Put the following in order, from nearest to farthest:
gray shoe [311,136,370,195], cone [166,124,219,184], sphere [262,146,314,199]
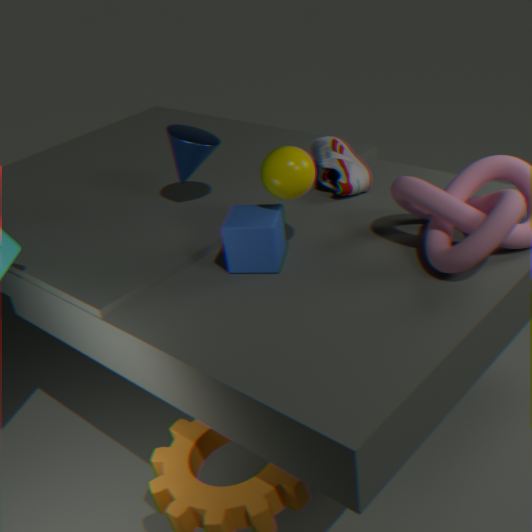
sphere [262,146,314,199], cone [166,124,219,184], gray shoe [311,136,370,195]
